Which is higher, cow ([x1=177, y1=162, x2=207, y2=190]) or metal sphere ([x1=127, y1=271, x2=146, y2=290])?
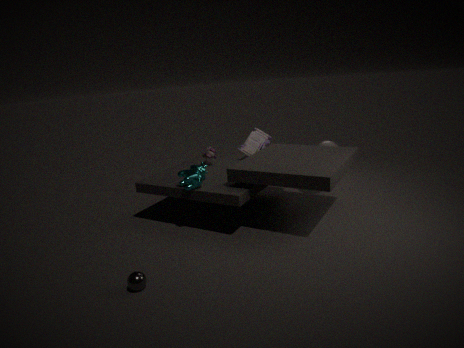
cow ([x1=177, y1=162, x2=207, y2=190])
